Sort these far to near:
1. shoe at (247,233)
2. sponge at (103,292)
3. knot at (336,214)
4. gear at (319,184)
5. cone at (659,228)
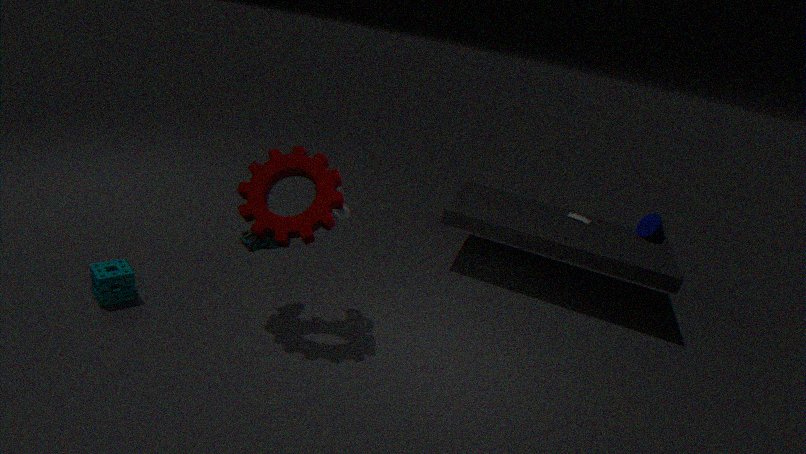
cone at (659,228) → knot at (336,214) → sponge at (103,292) → shoe at (247,233) → gear at (319,184)
